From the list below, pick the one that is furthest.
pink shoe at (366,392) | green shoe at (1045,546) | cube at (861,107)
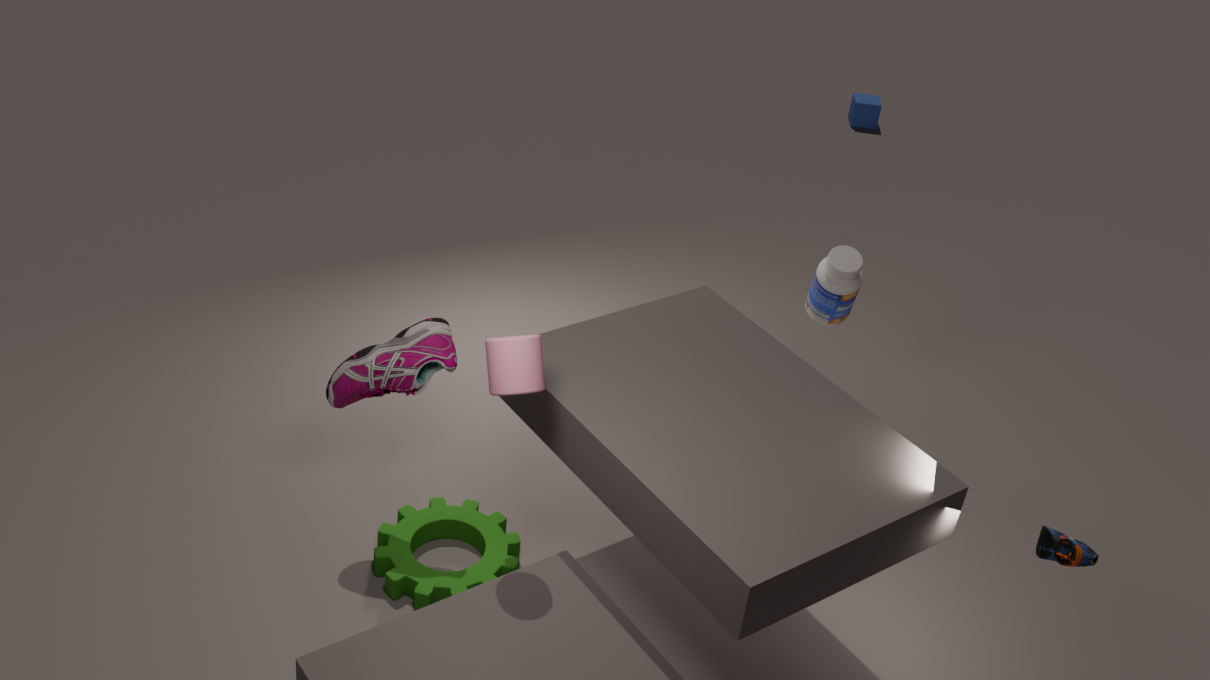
cube at (861,107)
